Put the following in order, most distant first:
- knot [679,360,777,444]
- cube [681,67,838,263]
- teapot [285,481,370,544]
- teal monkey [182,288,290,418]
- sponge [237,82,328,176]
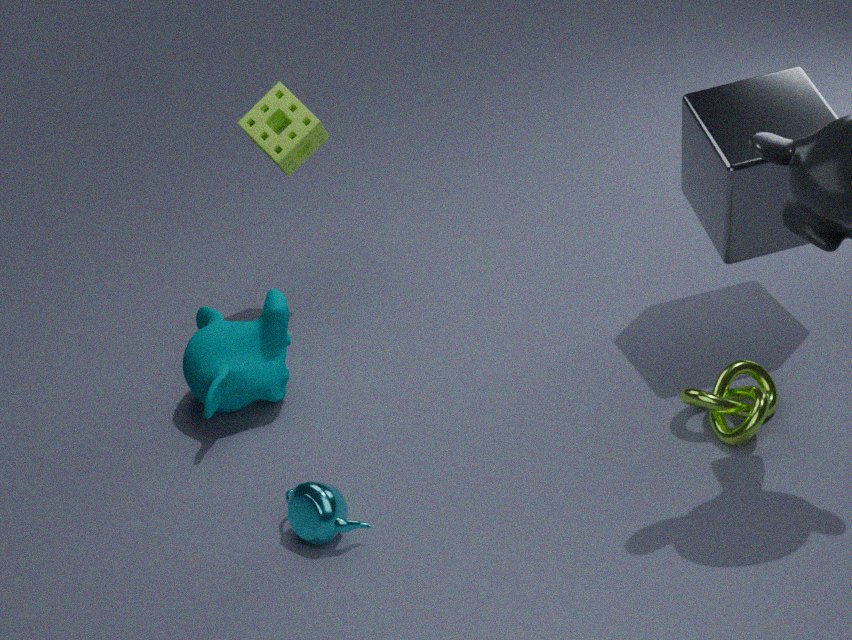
sponge [237,82,328,176] < teal monkey [182,288,290,418] < cube [681,67,838,263] < knot [679,360,777,444] < teapot [285,481,370,544]
